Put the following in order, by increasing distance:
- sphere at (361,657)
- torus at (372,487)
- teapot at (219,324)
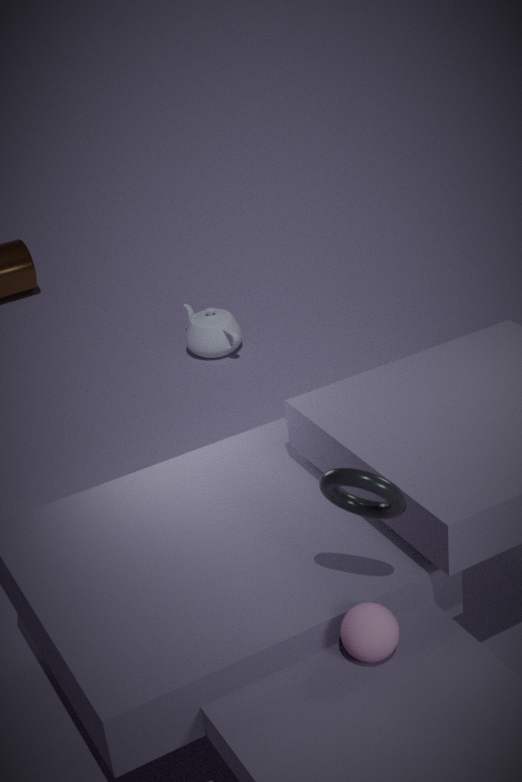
1. torus at (372,487)
2. sphere at (361,657)
3. teapot at (219,324)
